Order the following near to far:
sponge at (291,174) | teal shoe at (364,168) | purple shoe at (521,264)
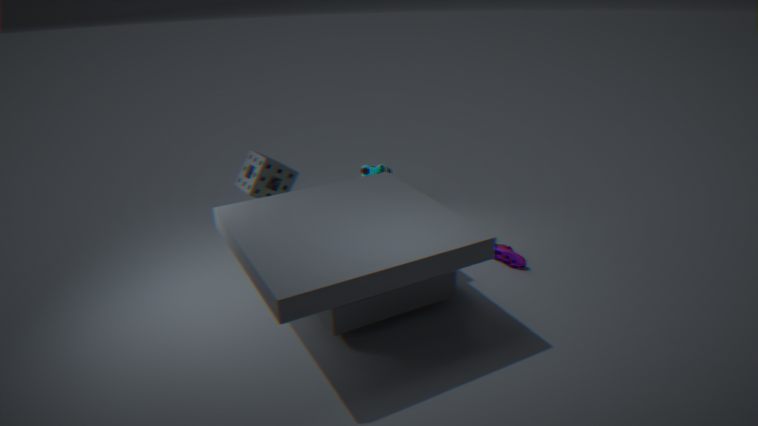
sponge at (291,174)
purple shoe at (521,264)
teal shoe at (364,168)
